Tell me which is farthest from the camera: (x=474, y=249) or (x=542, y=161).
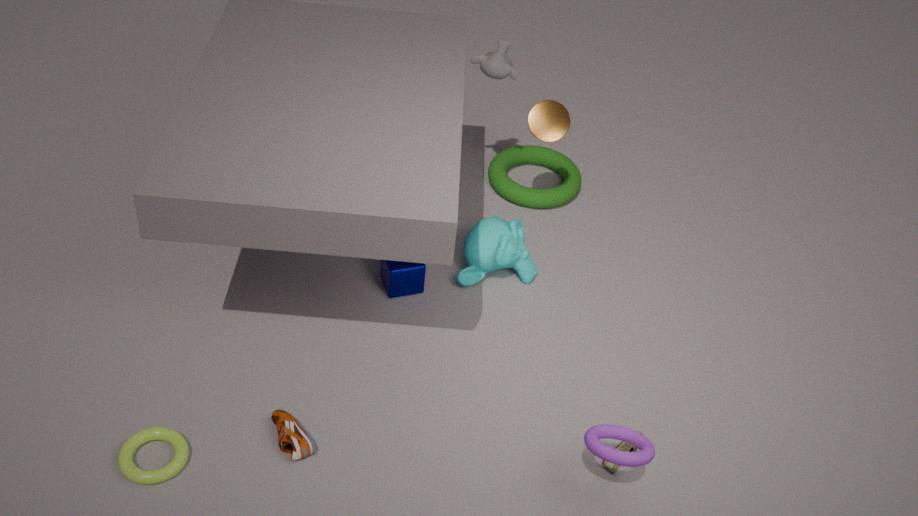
(x=542, y=161)
